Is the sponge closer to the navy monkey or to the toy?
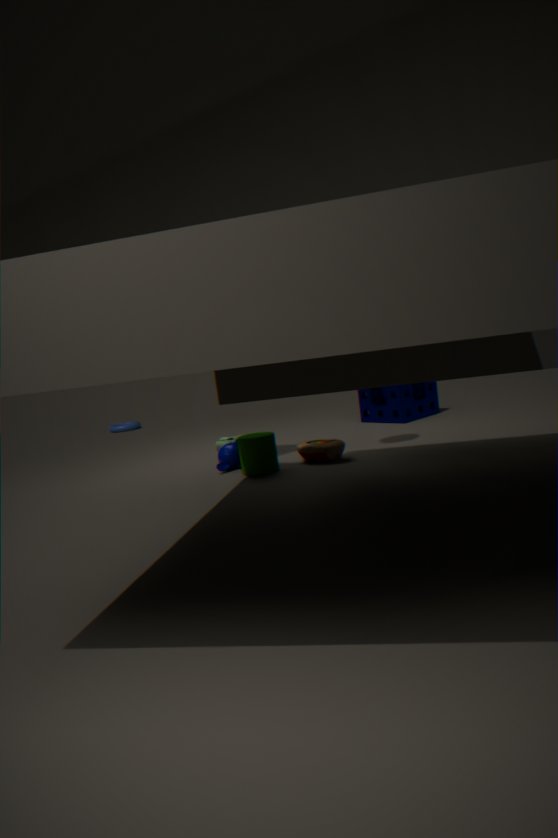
the toy
